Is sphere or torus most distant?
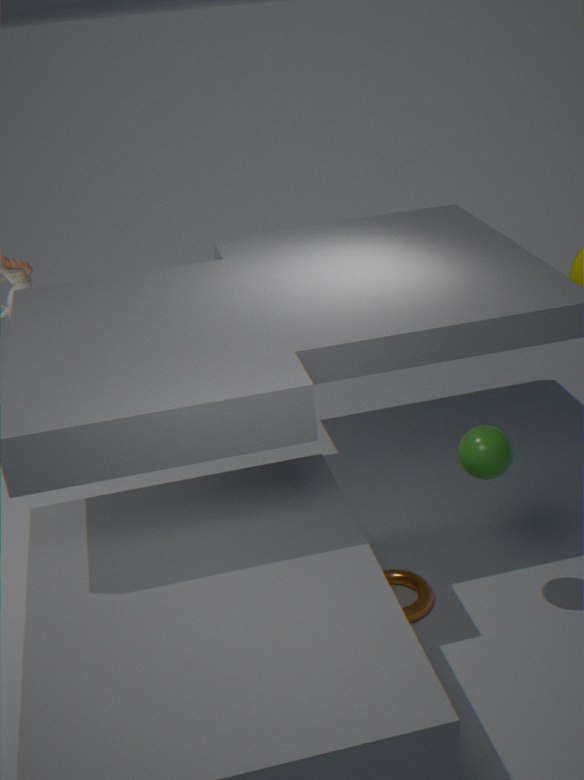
torus
